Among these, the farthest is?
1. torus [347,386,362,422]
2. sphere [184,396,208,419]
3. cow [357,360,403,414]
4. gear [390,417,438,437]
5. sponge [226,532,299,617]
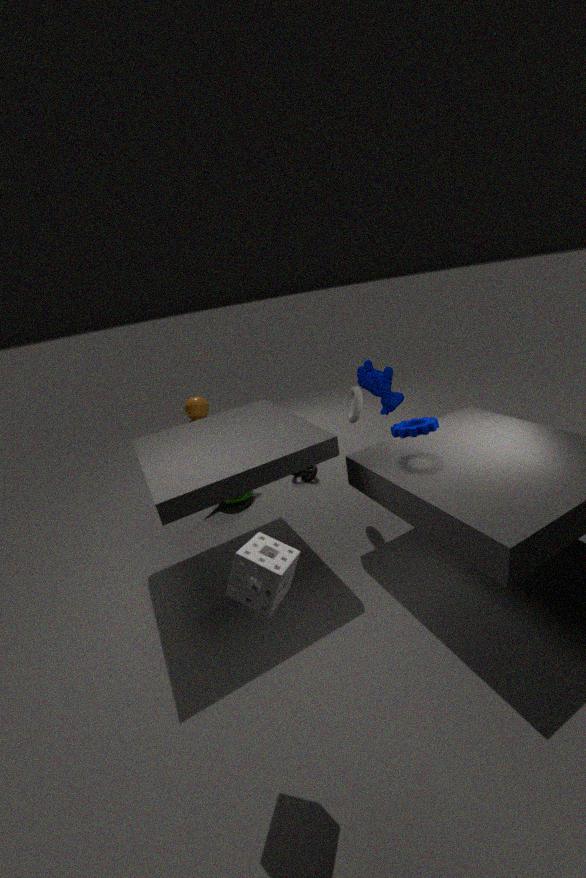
sphere [184,396,208,419]
